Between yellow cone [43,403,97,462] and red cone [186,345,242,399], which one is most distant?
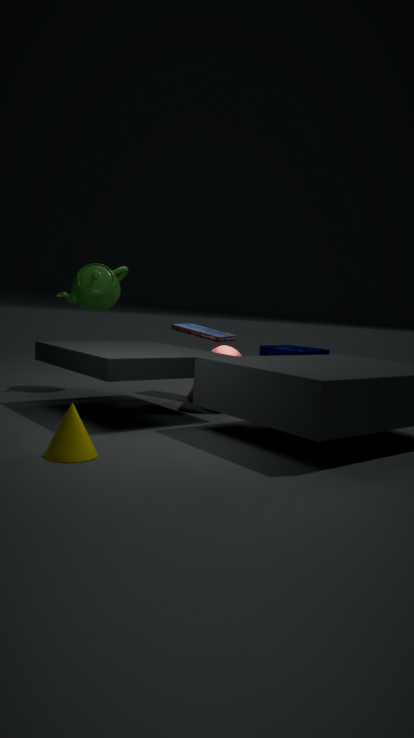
red cone [186,345,242,399]
